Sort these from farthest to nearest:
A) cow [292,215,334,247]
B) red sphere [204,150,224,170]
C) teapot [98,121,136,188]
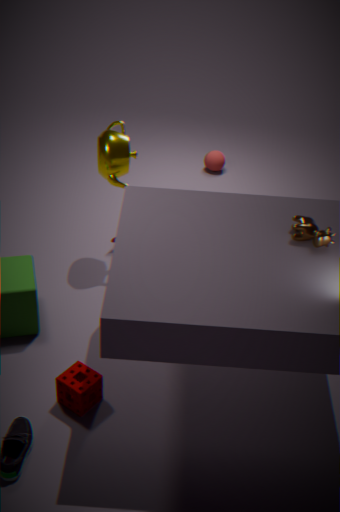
1. red sphere [204,150,224,170]
2. teapot [98,121,136,188]
3. cow [292,215,334,247]
